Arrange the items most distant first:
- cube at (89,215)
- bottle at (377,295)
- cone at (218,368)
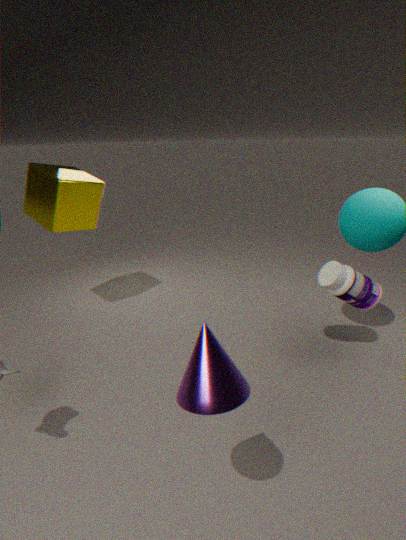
cube at (89,215) → bottle at (377,295) → cone at (218,368)
